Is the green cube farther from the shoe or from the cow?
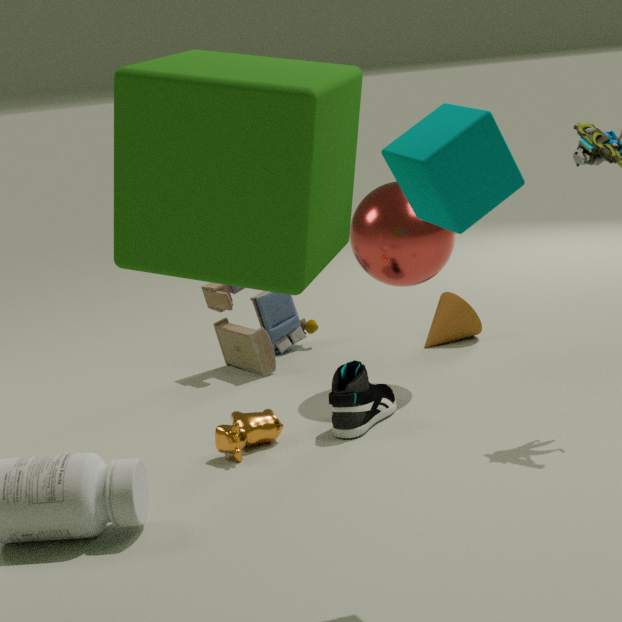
the shoe
